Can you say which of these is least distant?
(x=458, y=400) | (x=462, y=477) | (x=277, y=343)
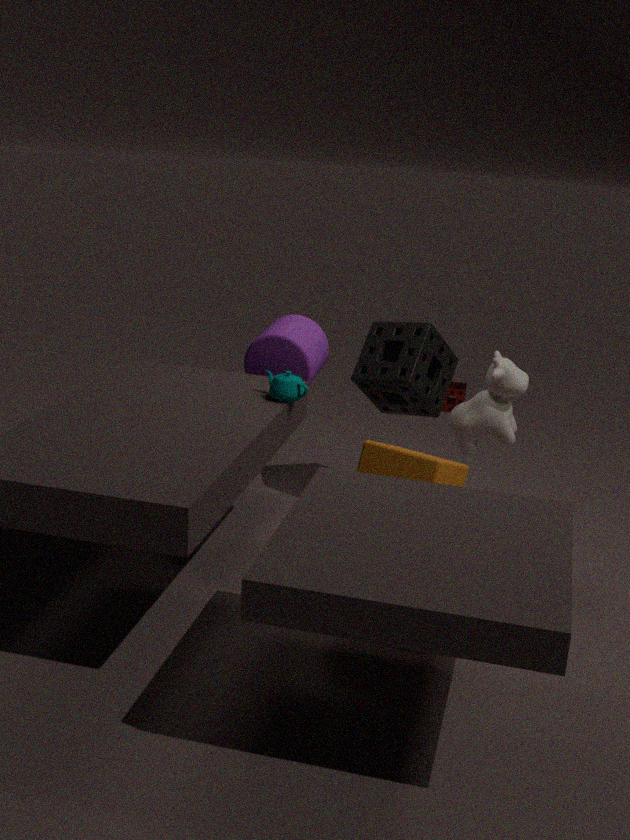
(x=462, y=477)
